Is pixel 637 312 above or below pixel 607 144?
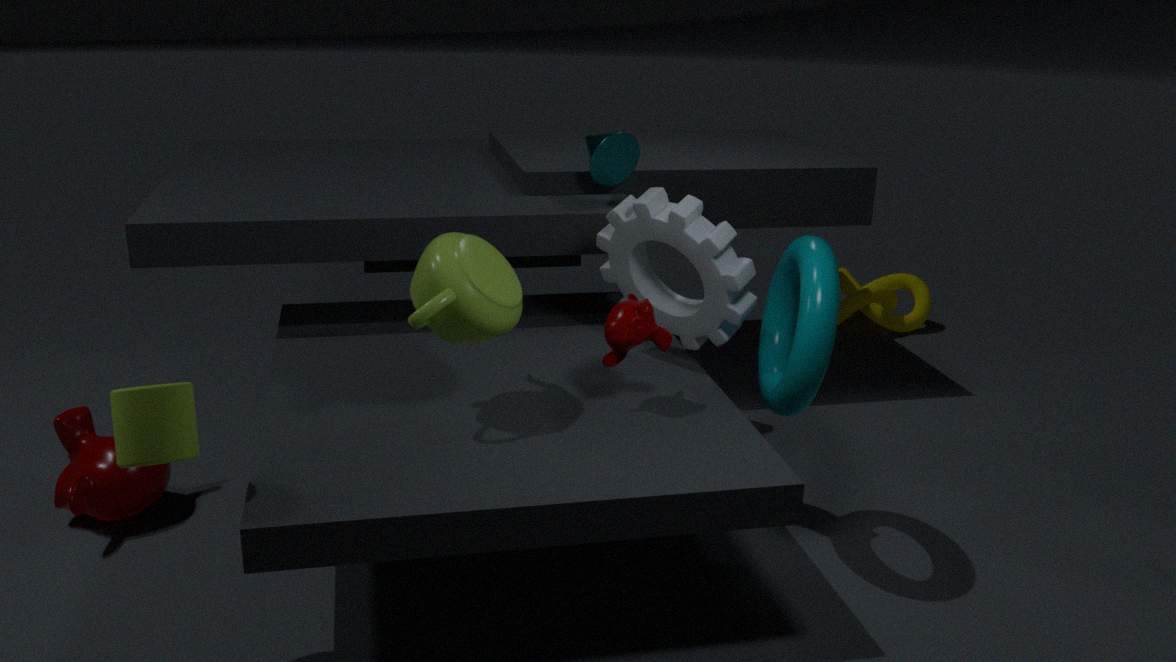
below
